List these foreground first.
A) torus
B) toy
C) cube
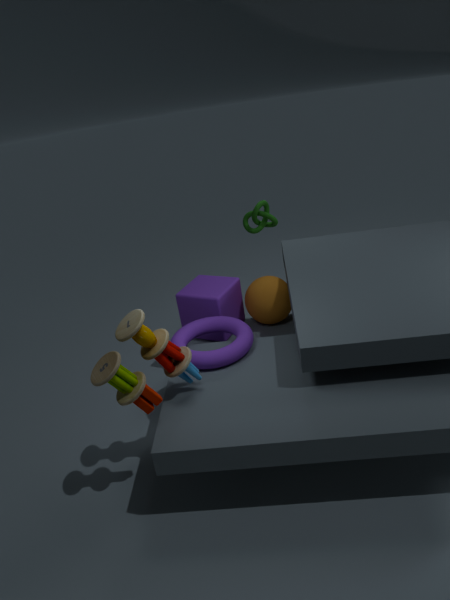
toy → torus → cube
